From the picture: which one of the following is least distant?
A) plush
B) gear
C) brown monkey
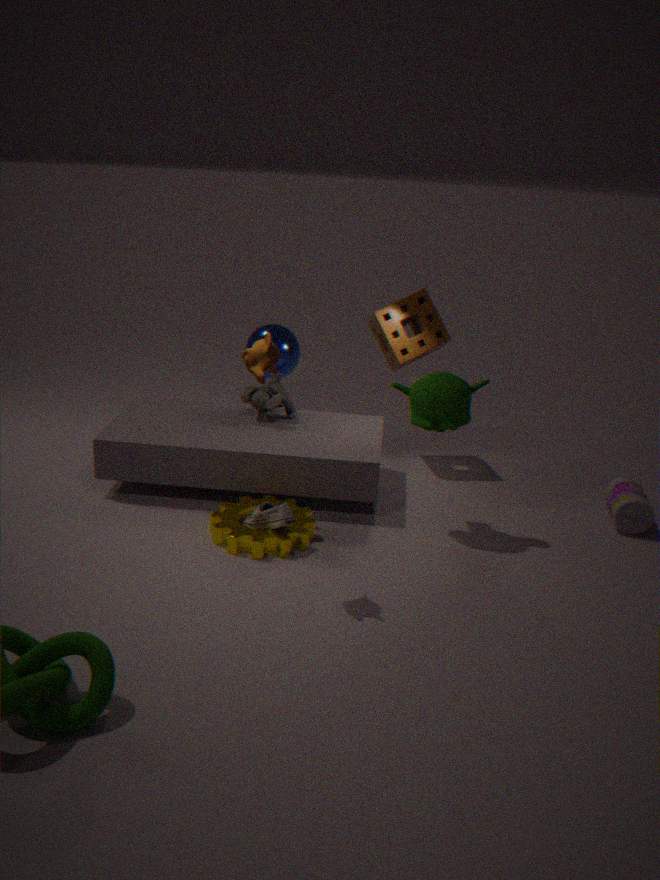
brown monkey
